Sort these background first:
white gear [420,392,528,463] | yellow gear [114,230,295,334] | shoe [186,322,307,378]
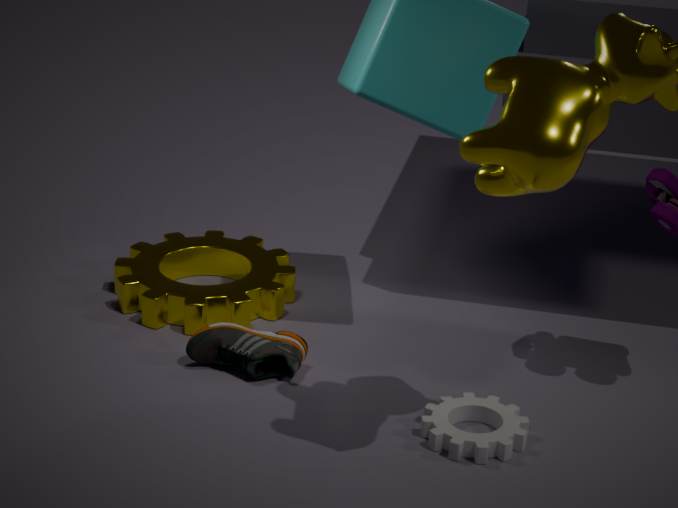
yellow gear [114,230,295,334], shoe [186,322,307,378], white gear [420,392,528,463]
